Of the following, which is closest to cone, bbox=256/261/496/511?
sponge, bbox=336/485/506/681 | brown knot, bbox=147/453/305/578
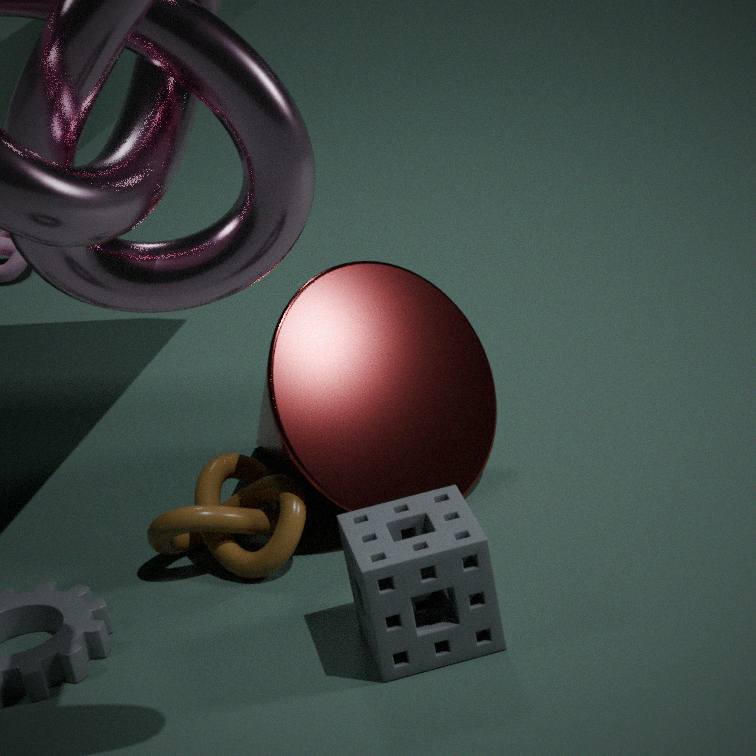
brown knot, bbox=147/453/305/578
